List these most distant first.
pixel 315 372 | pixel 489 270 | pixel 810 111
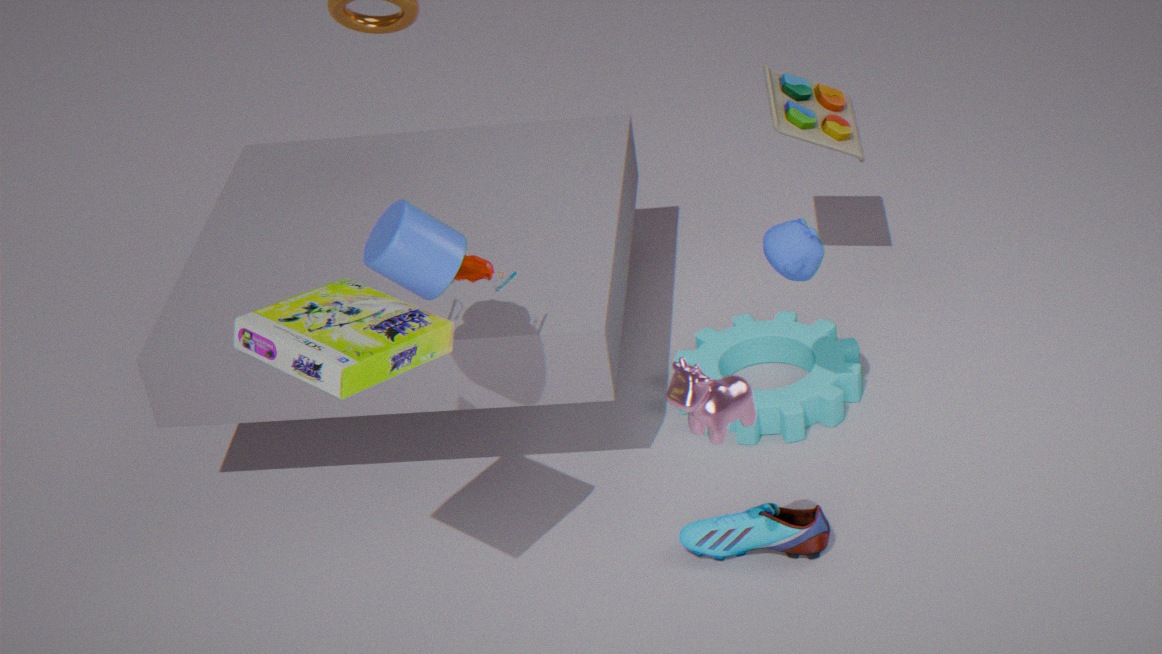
pixel 810 111
pixel 489 270
pixel 315 372
